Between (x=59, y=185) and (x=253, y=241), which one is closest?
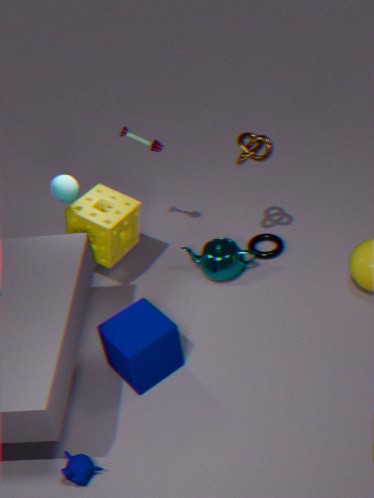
(x=59, y=185)
